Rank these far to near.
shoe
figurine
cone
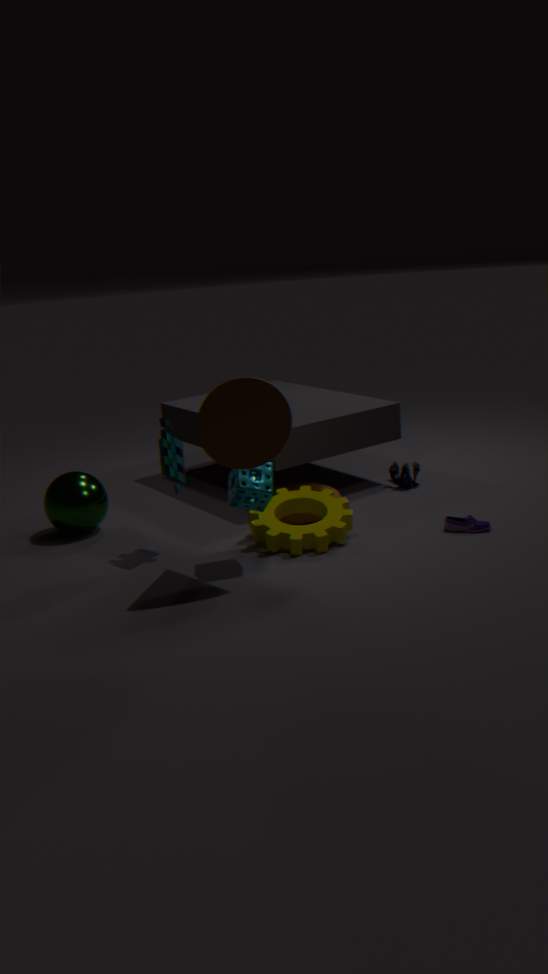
figurine, shoe, cone
